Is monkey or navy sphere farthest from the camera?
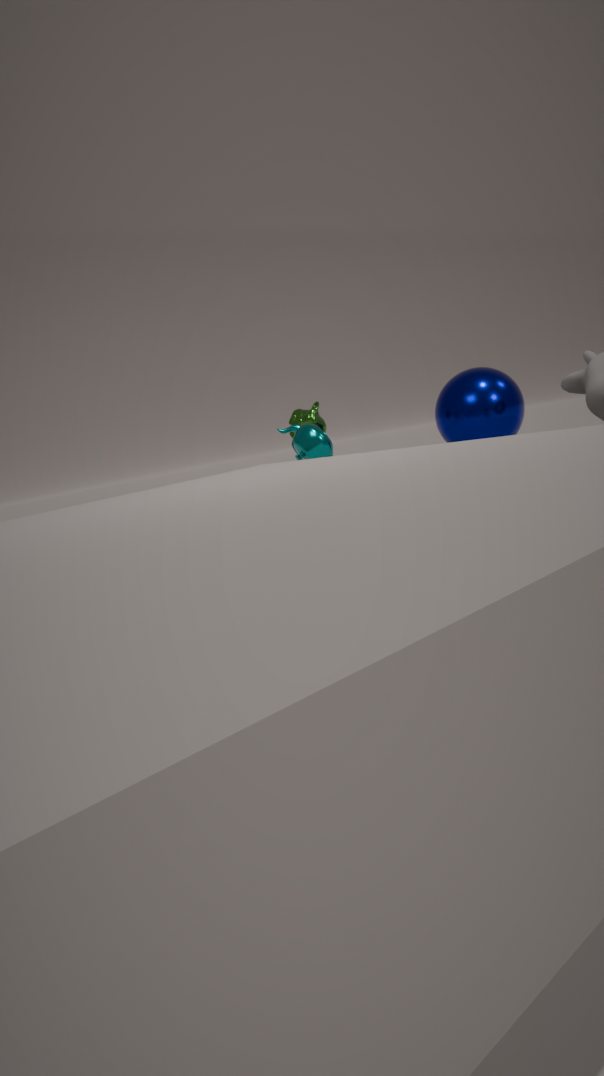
monkey
